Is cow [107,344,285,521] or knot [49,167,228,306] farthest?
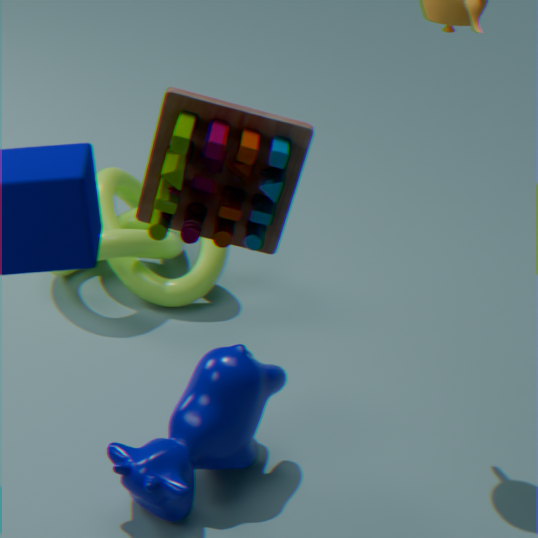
knot [49,167,228,306]
